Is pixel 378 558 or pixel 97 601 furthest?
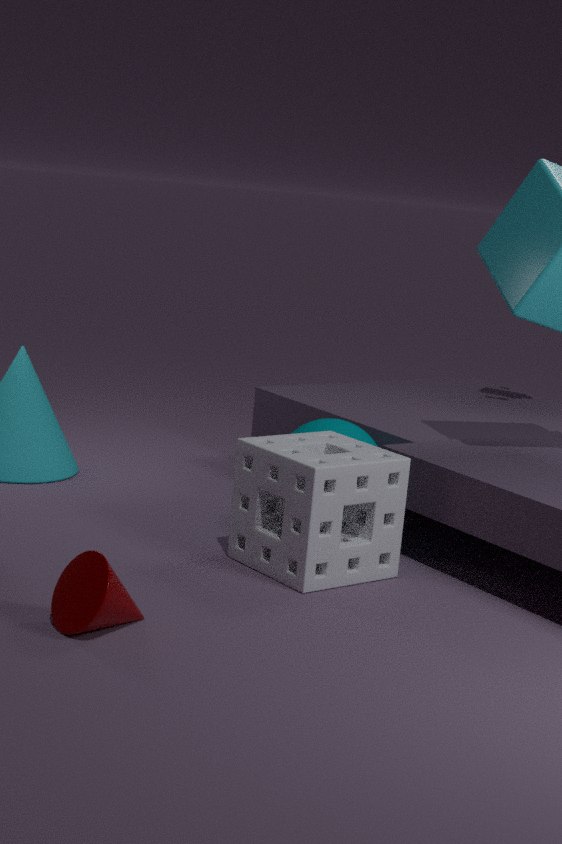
pixel 378 558
